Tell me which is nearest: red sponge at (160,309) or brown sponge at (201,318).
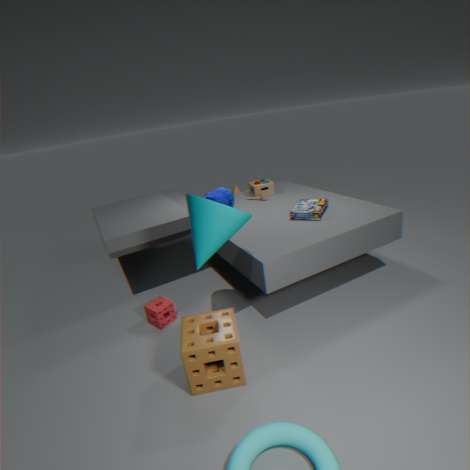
brown sponge at (201,318)
